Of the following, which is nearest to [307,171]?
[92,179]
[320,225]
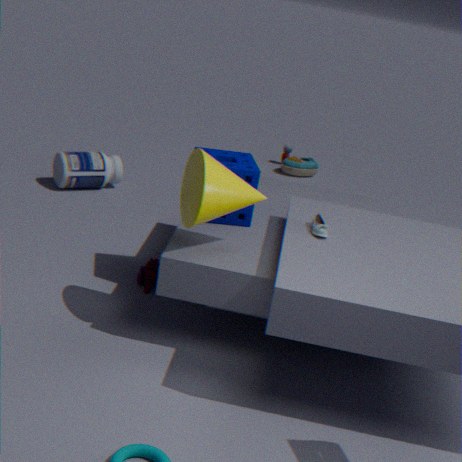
[92,179]
